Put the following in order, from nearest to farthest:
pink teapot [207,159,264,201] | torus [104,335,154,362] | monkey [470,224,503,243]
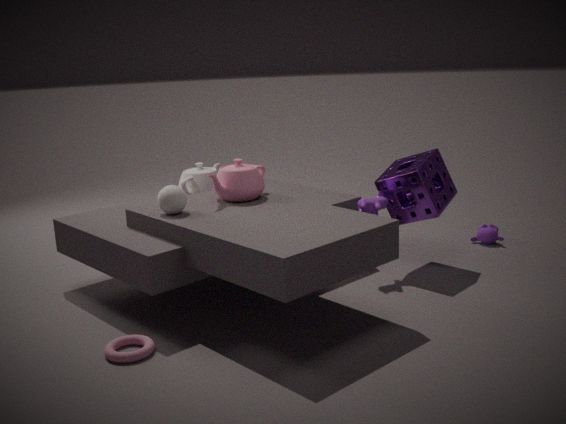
torus [104,335,154,362] → pink teapot [207,159,264,201] → monkey [470,224,503,243]
